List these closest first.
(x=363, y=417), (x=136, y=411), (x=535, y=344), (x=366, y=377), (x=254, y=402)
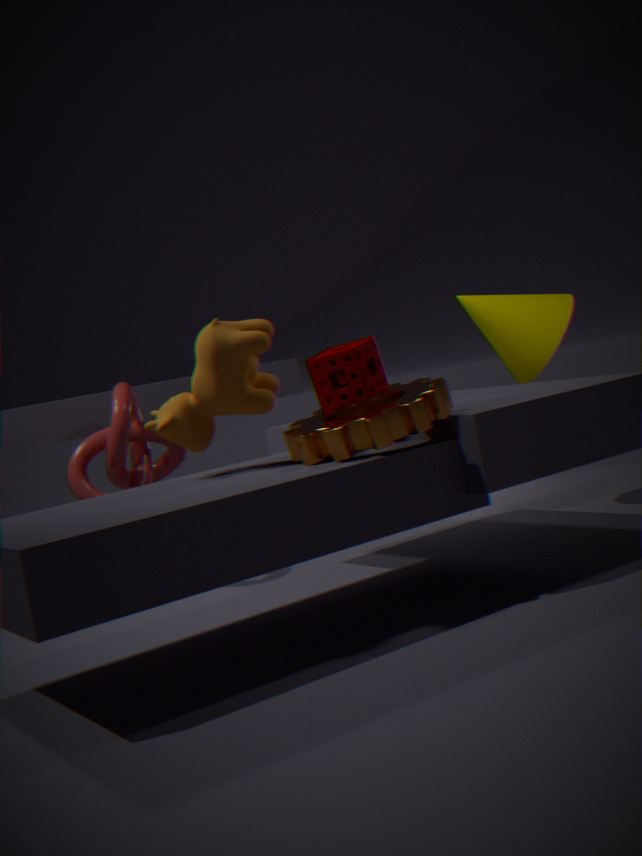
(x=363, y=417)
(x=254, y=402)
(x=366, y=377)
(x=535, y=344)
(x=136, y=411)
